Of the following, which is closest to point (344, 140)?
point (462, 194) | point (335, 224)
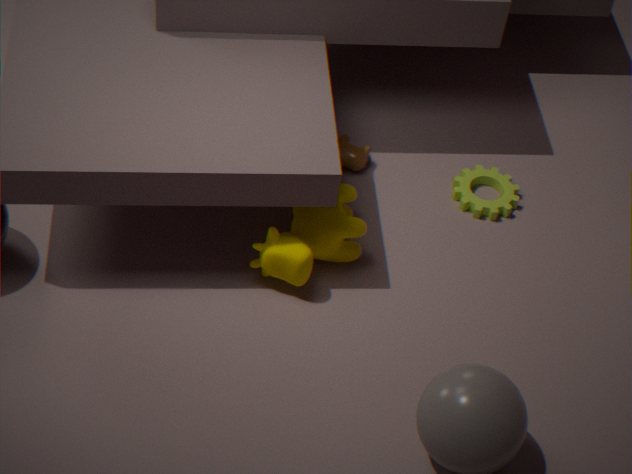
point (335, 224)
